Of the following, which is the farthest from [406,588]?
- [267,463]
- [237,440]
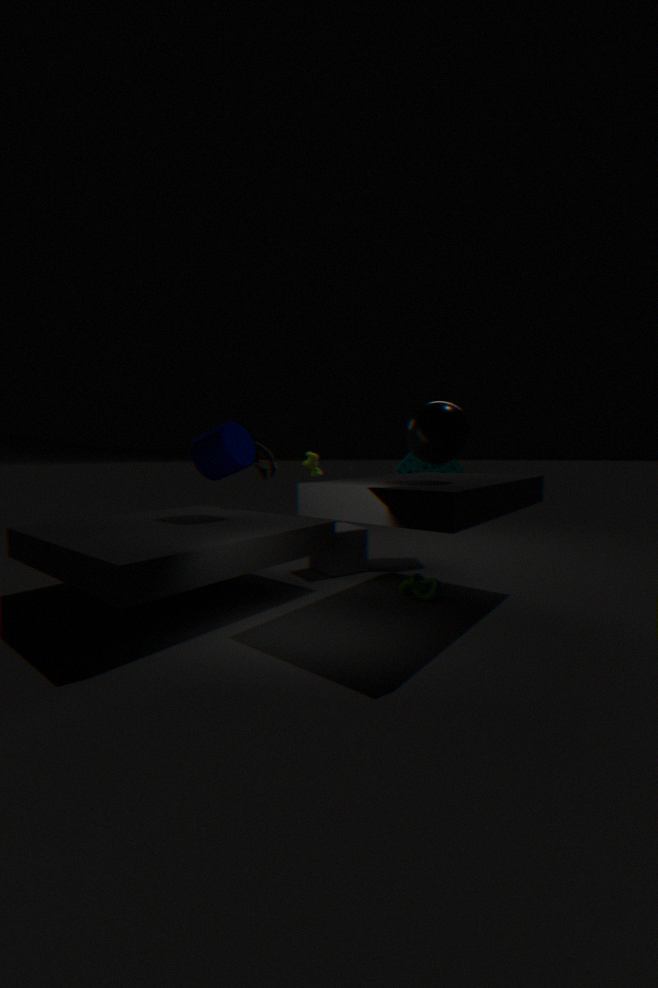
[267,463]
